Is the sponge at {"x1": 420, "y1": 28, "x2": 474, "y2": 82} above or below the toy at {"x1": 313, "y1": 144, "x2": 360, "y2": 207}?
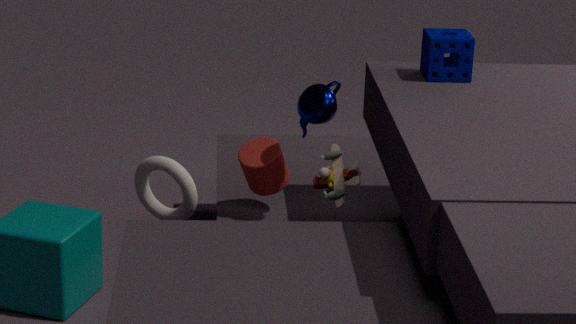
above
